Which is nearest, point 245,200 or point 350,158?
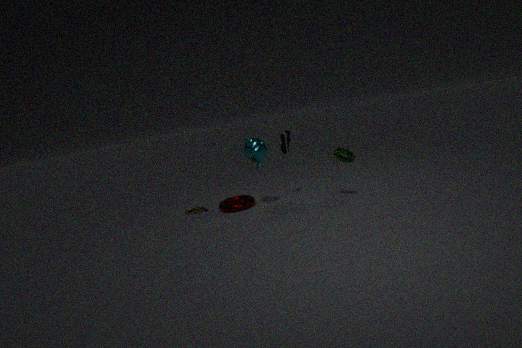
point 350,158
